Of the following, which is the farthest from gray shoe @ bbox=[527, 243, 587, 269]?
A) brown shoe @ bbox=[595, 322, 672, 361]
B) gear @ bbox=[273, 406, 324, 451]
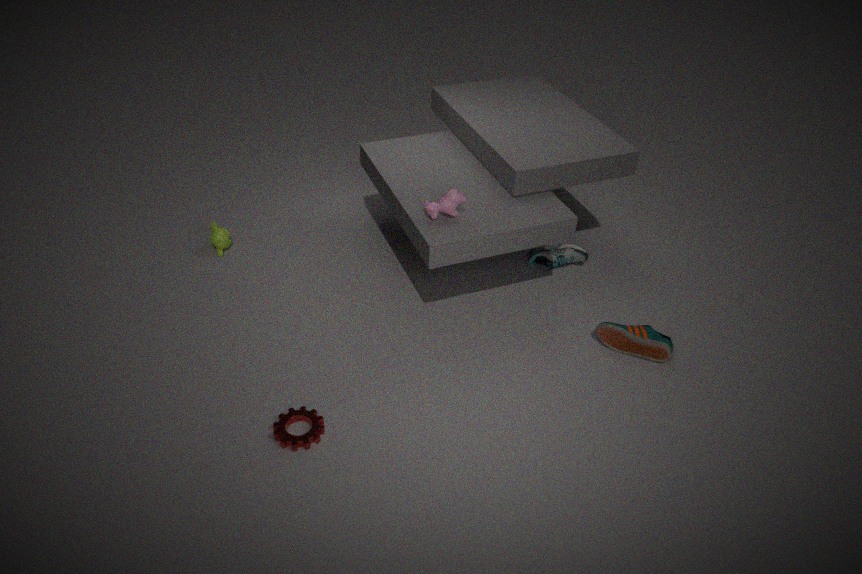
gear @ bbox=[273, 406, 324, 451]
